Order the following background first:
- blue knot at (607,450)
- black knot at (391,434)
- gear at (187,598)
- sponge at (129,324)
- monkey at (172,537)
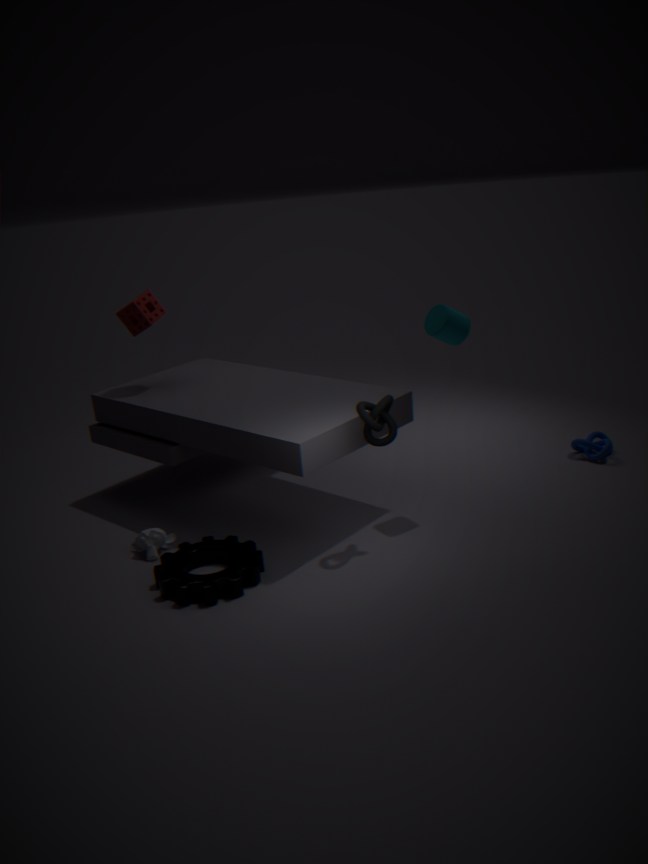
blue knot at (607,450) < sponge at (129,324) < monkey at (172,537) < black knot at (391,434) < gear at (187,598)
